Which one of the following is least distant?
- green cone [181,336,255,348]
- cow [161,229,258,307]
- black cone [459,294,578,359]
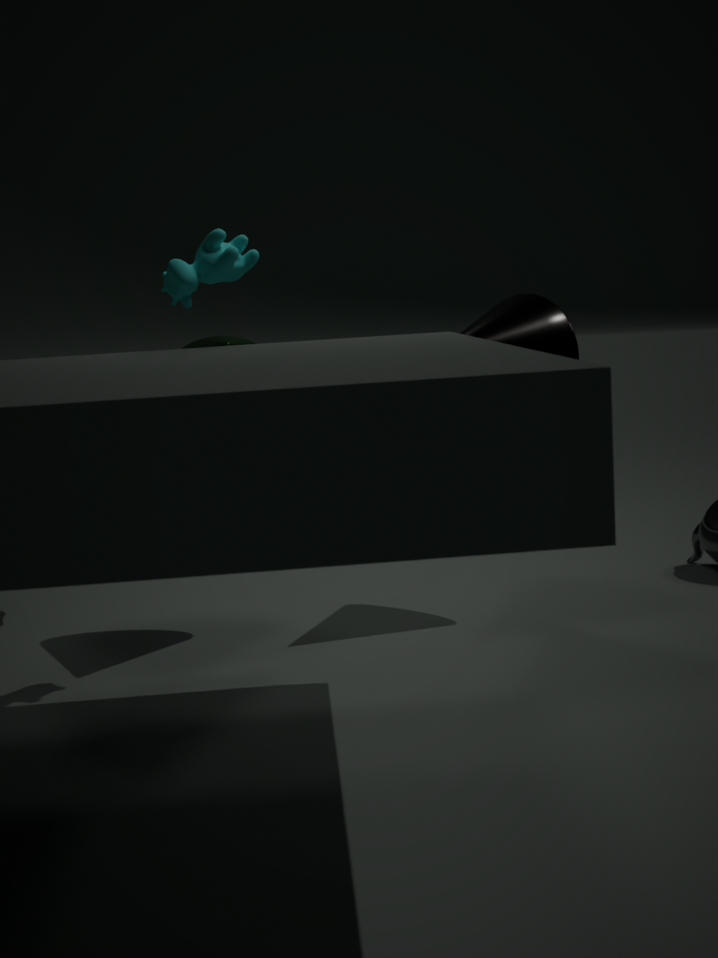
cow [161,229,258,307]
